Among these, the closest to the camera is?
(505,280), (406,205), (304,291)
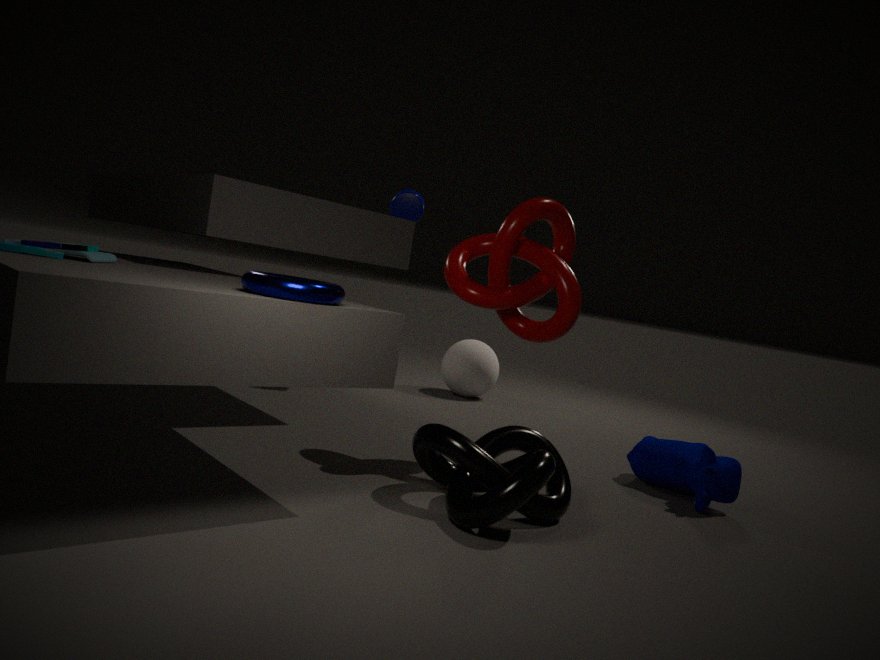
(304,291)
